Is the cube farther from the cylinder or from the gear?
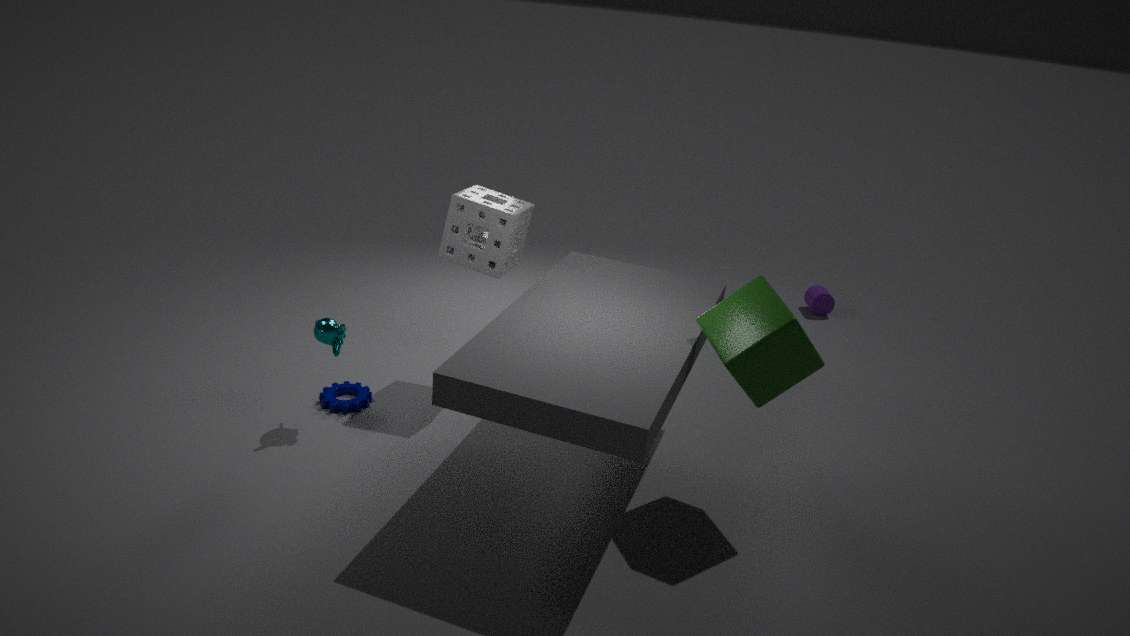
the cylinder
